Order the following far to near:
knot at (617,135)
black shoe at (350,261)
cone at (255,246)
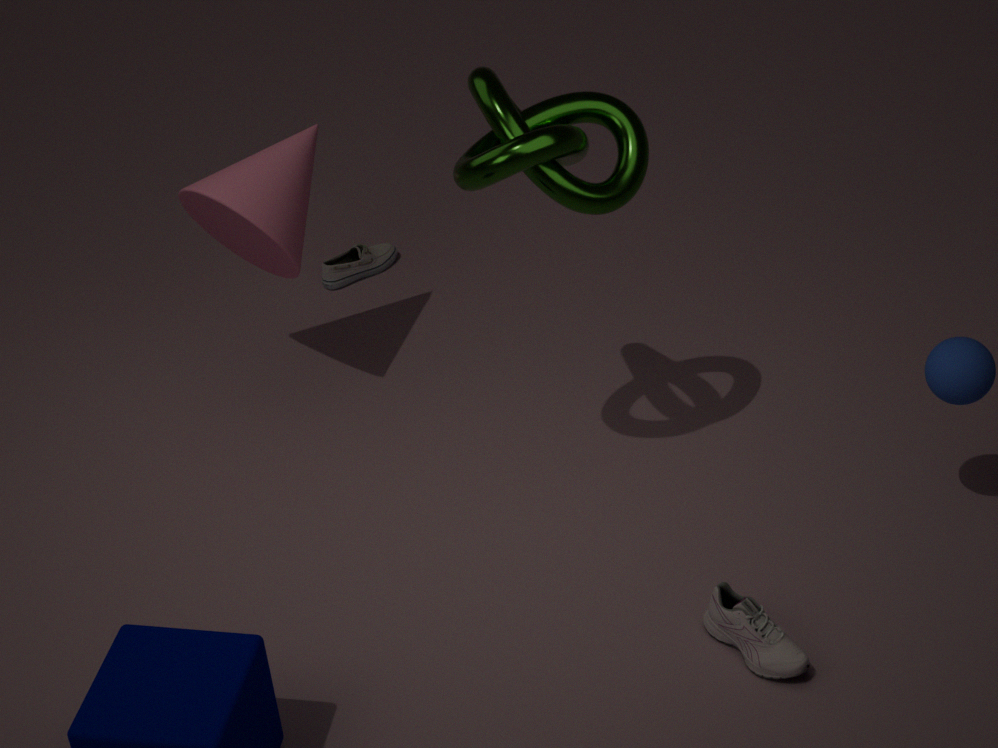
1. black shoe at (350,261)
2. cone at (255,246)
3. knot at (617,135)
